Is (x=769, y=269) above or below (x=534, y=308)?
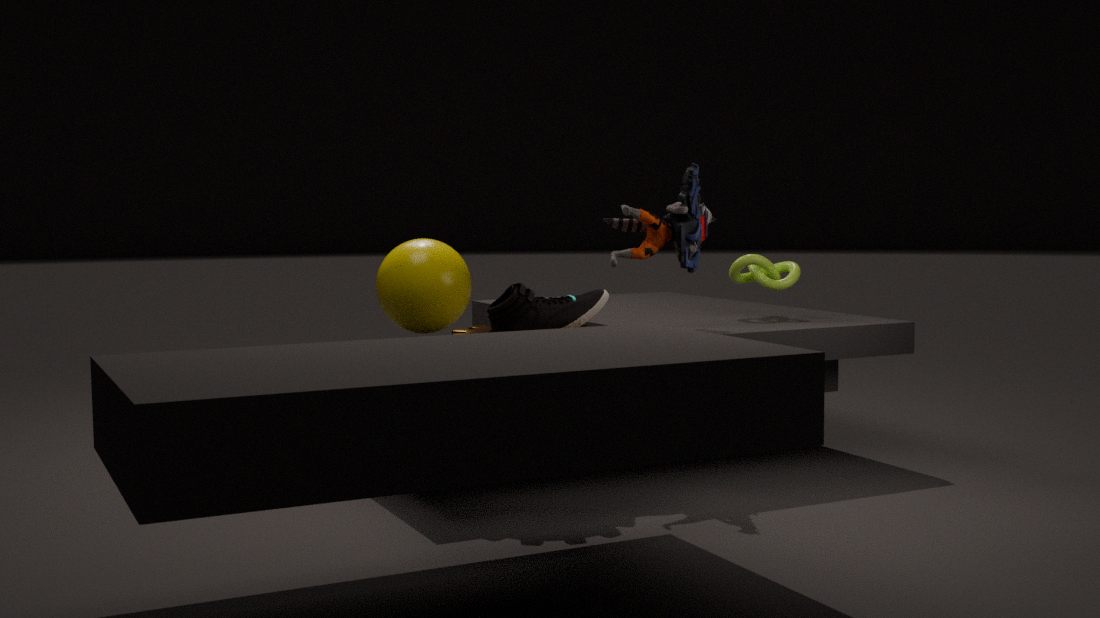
above
